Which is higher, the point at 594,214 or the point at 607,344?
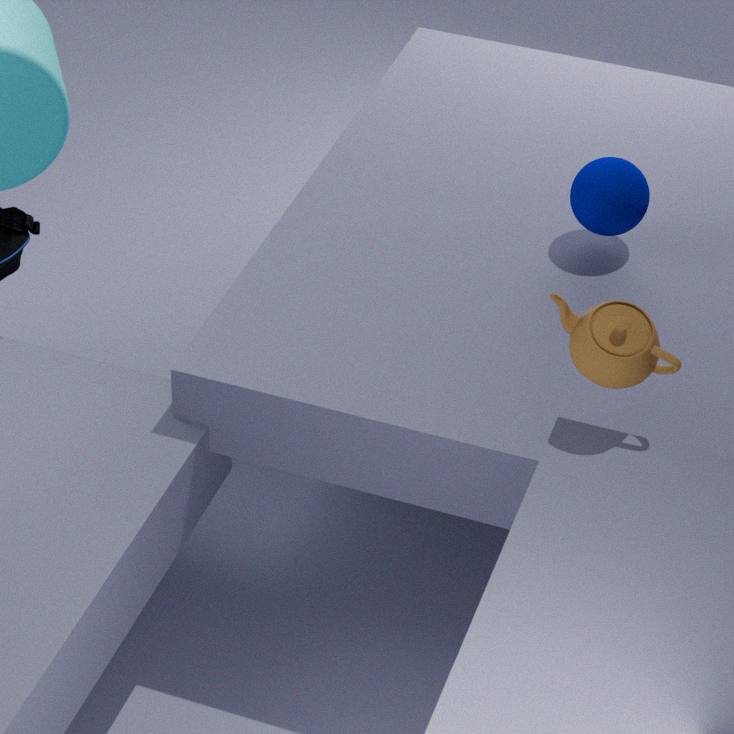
the point at 607,344
